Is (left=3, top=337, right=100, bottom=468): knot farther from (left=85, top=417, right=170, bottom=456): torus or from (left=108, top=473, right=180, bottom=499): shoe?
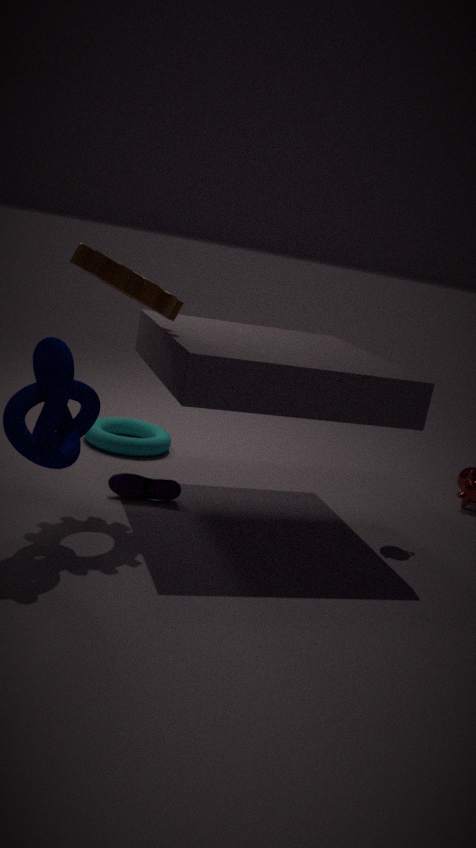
(left=85, top=417, right=170, bottom=456): torus
